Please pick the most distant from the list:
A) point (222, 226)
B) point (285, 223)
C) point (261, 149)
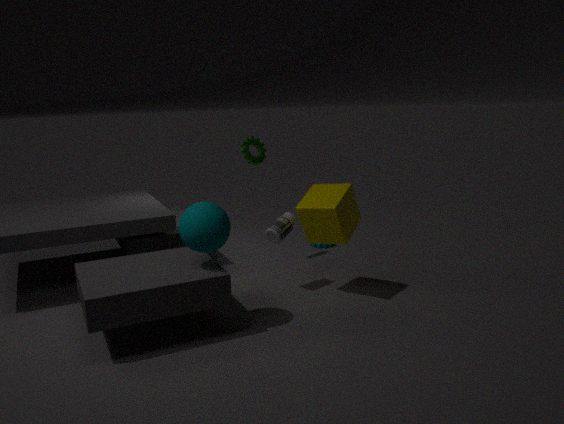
point (261, 149)
